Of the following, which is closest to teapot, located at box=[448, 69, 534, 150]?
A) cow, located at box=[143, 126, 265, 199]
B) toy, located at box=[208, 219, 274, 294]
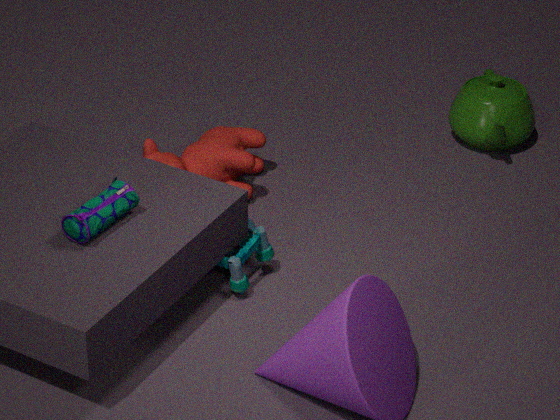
cow, located at box=[143, 126, 265, 199]
